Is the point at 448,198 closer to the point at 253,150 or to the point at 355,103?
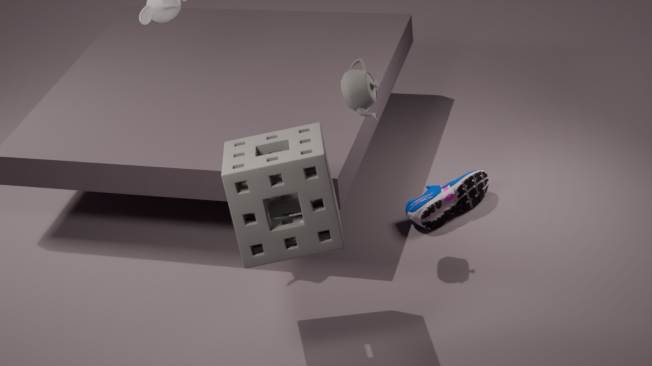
the point at 355,103
